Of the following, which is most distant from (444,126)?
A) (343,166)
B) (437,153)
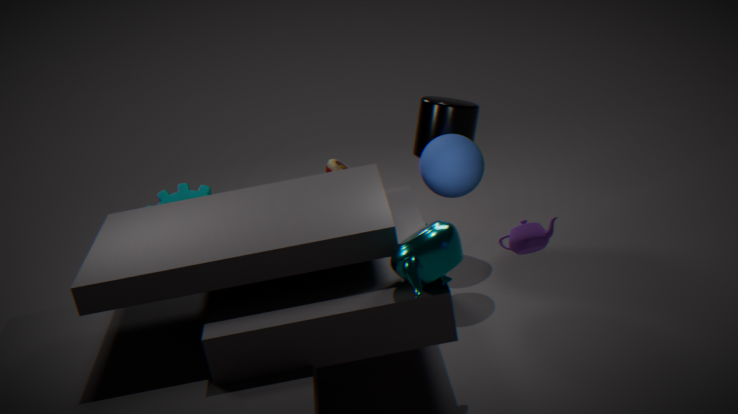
(343,166)
